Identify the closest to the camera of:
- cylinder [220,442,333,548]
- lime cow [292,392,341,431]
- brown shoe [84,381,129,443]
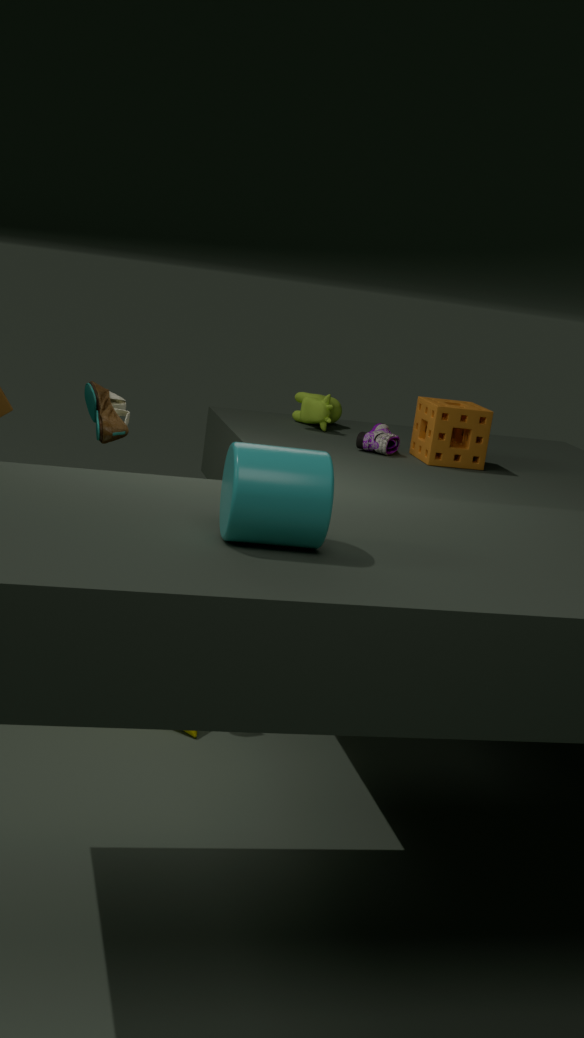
cylinder [220,442,333,548]
